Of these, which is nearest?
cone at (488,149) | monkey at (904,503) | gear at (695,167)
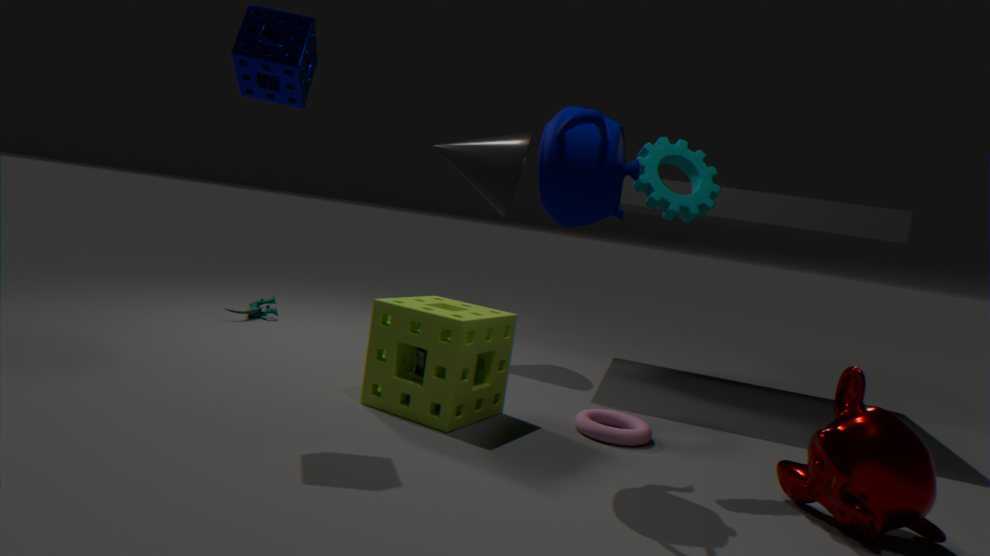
monkey at (904,503)
